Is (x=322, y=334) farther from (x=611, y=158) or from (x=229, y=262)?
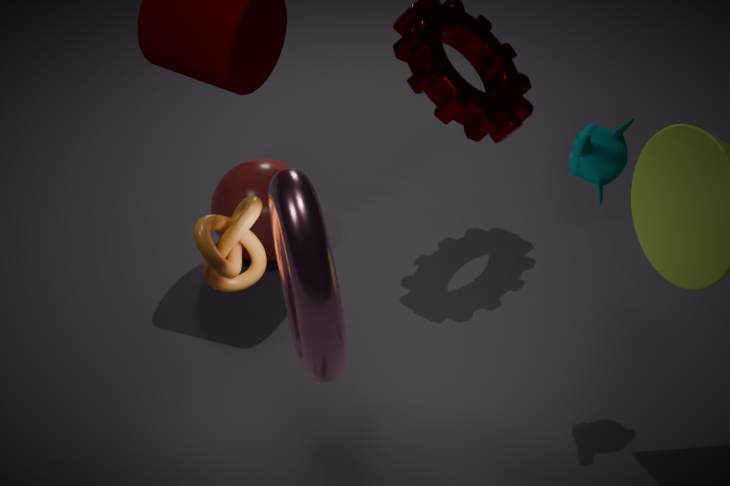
(x=611, y=158)
